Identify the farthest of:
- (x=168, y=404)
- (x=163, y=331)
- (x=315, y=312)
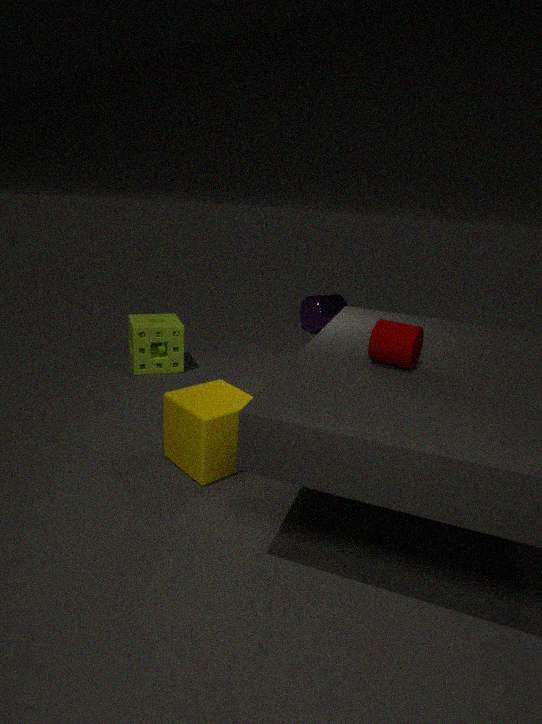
(x=315, y=312)
